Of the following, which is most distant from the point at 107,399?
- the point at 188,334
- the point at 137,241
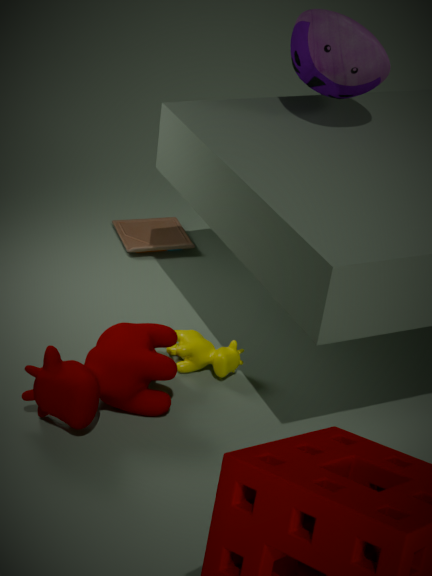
the point at 137,241
